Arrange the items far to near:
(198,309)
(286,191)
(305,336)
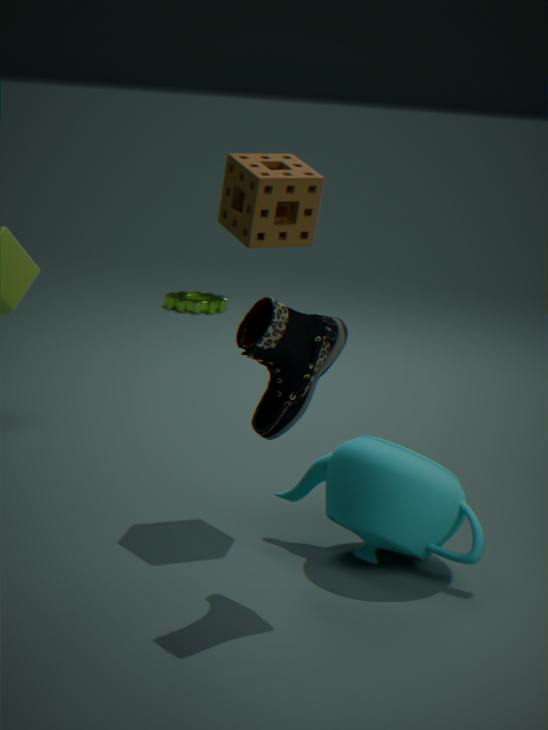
(198,309) → (286,191) → (305,336)
